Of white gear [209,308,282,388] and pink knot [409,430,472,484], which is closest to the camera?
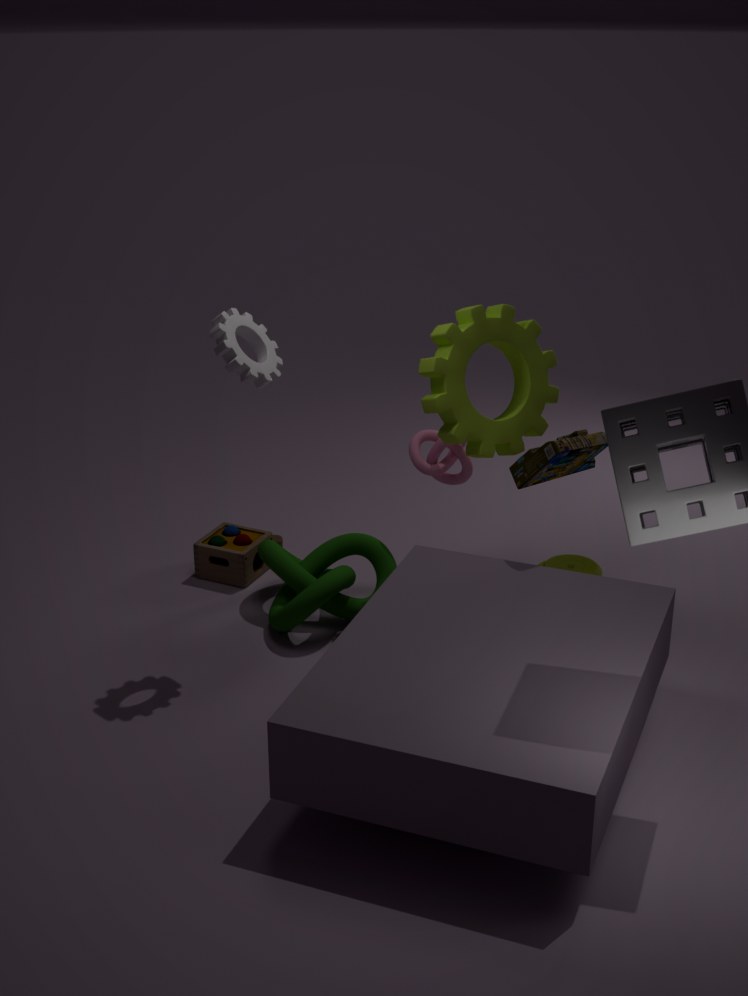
white gear [209,308,282,388]
